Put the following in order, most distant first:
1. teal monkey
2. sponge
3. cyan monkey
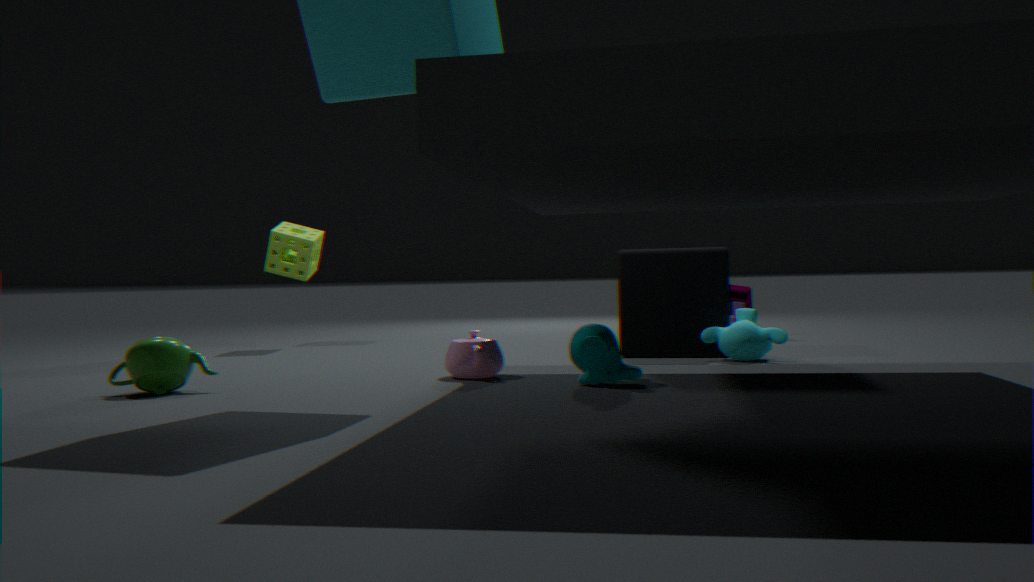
sponge < cyan monkey < teal monkey
